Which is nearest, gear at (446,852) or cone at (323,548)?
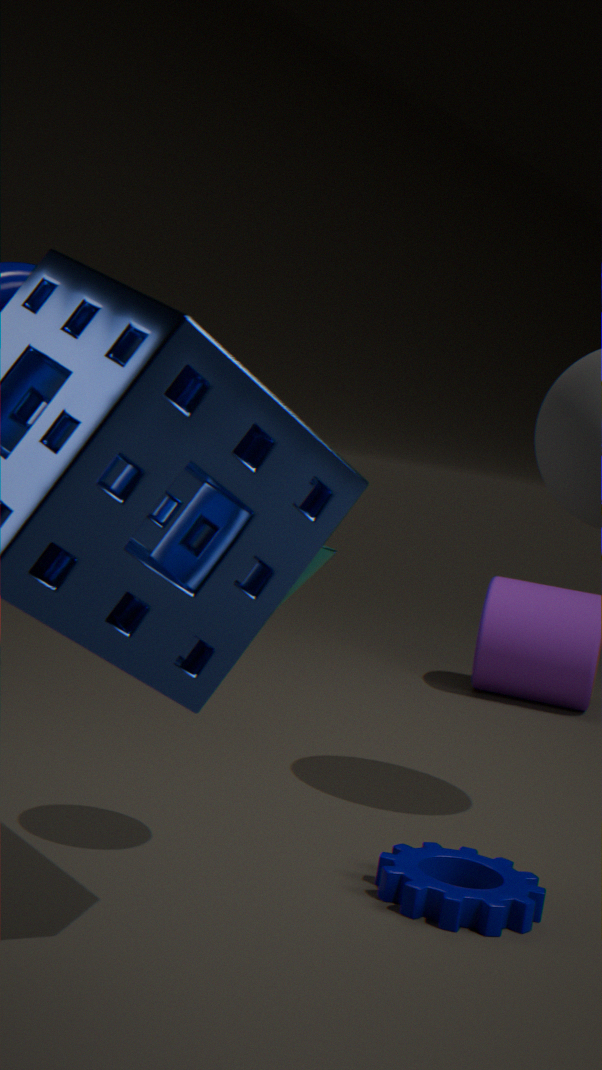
cone at (323,548)
